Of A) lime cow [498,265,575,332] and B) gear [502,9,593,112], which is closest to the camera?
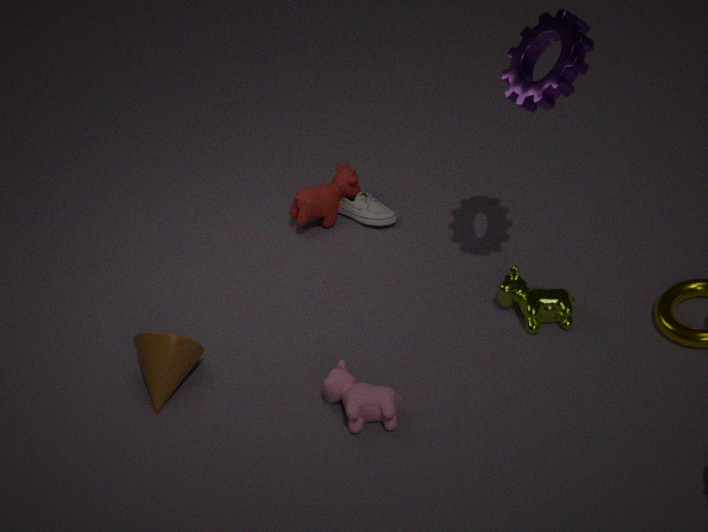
B. gear [502,9,593,112]
